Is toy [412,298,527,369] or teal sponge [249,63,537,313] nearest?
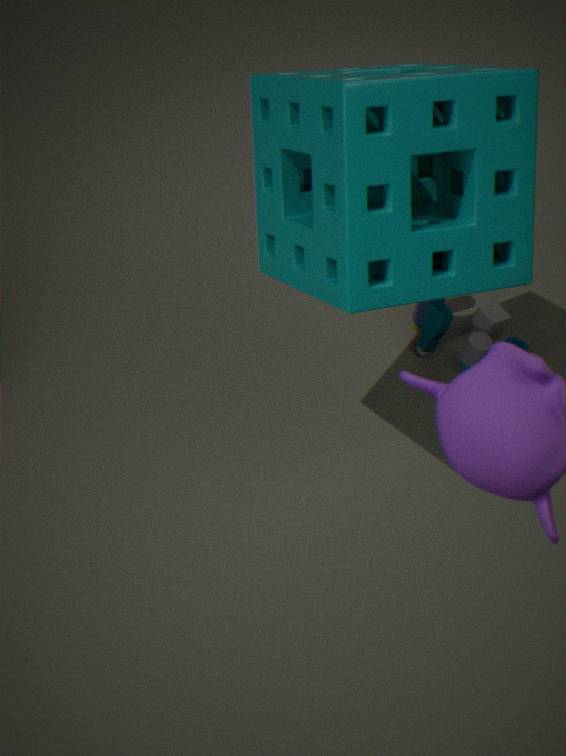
teal sponge [249,63,537,313]
